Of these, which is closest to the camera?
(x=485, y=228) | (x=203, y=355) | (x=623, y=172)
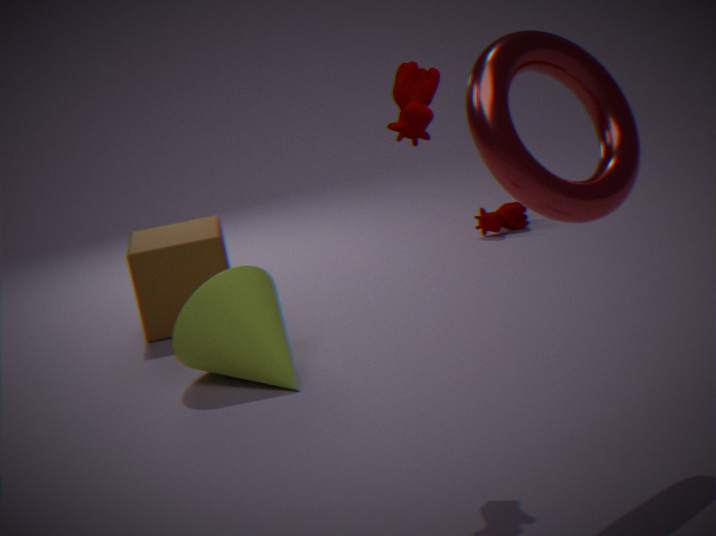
(x=623, y=172)
